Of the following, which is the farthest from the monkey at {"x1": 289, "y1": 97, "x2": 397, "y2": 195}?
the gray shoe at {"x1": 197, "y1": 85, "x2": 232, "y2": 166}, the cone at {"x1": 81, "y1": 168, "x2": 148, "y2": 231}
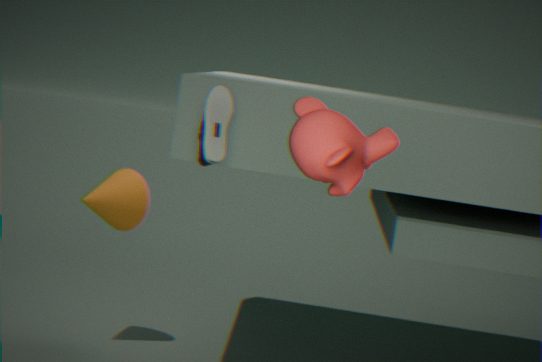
the cone at {"x1": 81, "y1": 168, "x2": 148, "y2": 231}
